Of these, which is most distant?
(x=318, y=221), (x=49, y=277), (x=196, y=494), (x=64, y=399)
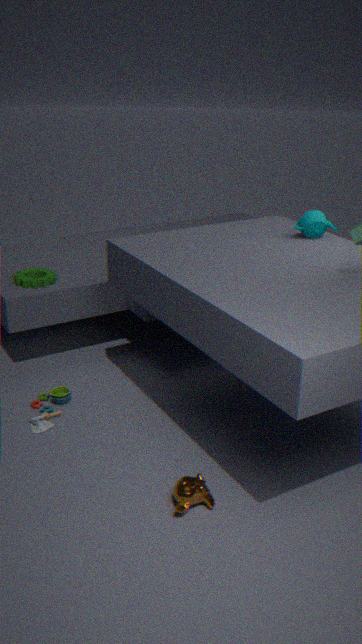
(x=49, y=277)
